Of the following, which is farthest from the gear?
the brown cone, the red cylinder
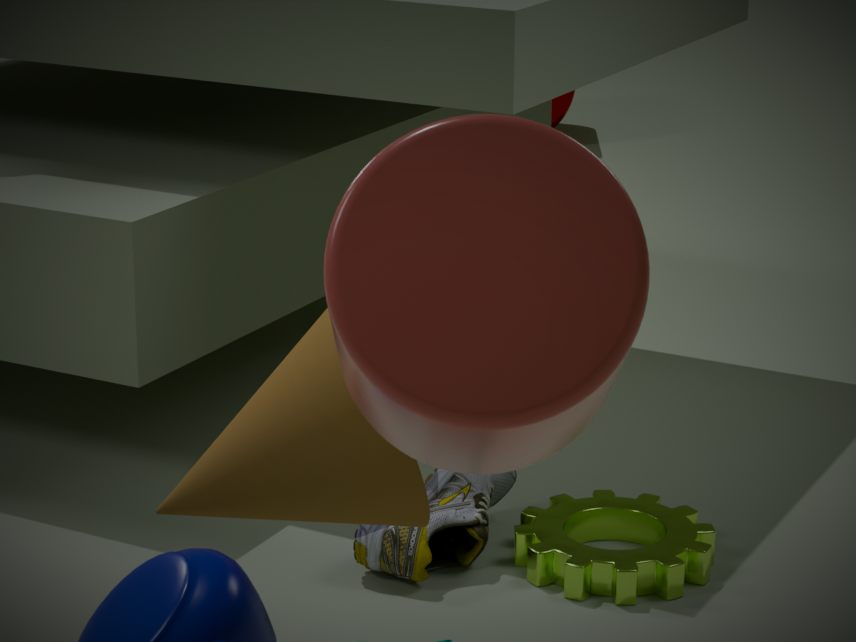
the red cylinder
